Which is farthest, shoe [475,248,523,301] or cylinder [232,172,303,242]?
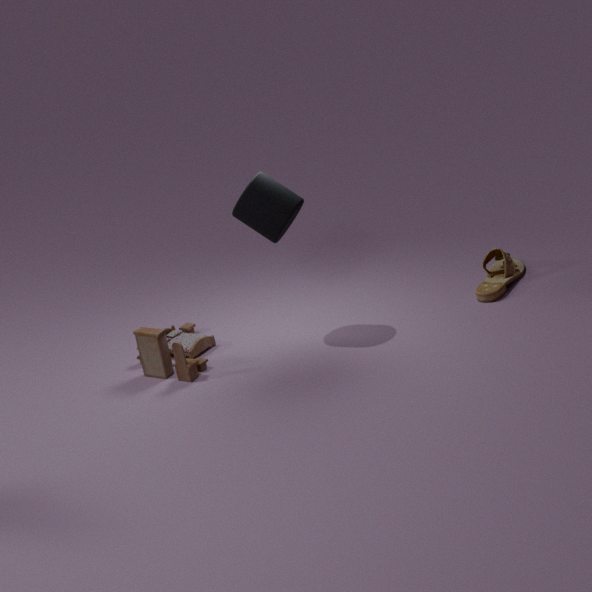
shoe [475,248,523,301]
